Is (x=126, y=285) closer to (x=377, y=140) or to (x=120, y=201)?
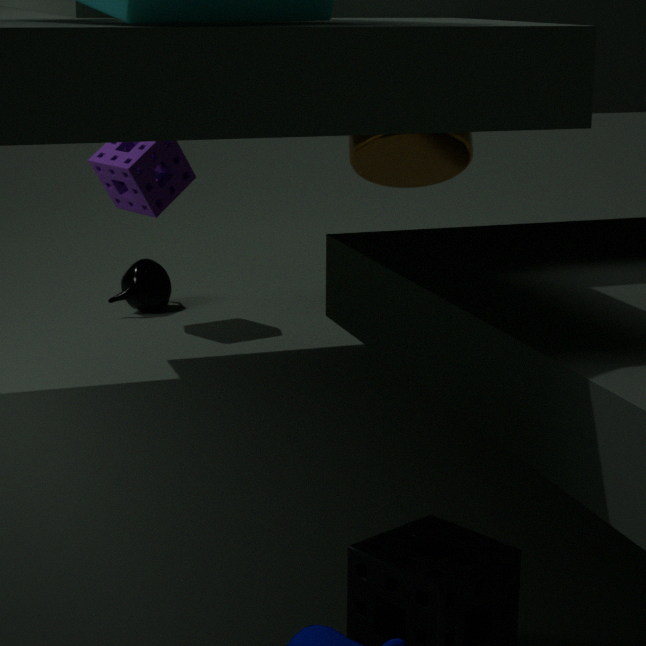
(x=120, y=201)
